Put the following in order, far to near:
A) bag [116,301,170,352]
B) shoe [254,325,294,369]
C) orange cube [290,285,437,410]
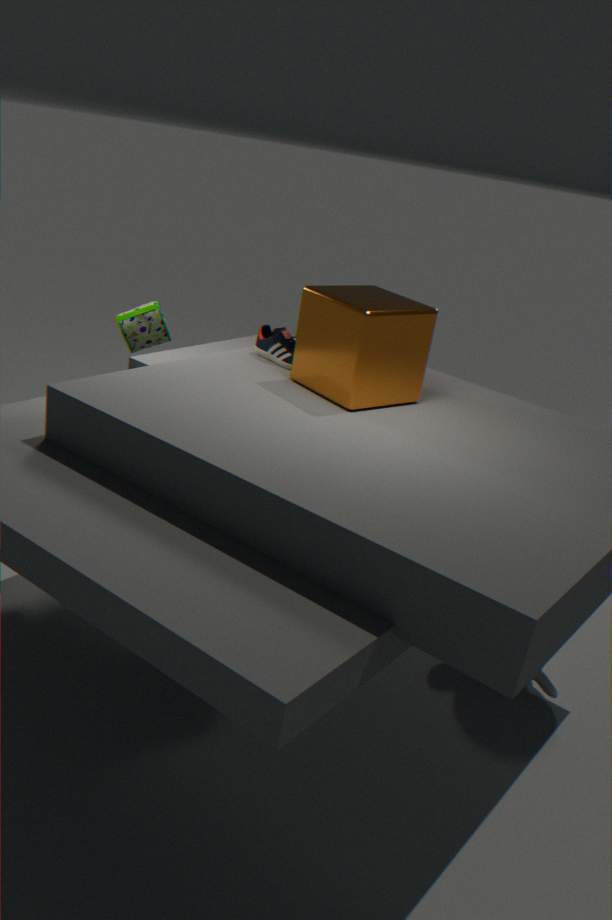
bag [116,301,170,352] → shoe [254,325,294,369] → orange cube [290,285,437,410]
